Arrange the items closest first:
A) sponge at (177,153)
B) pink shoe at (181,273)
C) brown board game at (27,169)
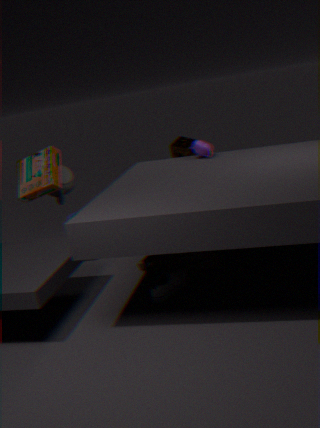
pink shoe at (181,273) < brown board game at (27,169) < sponge at (177,153)
